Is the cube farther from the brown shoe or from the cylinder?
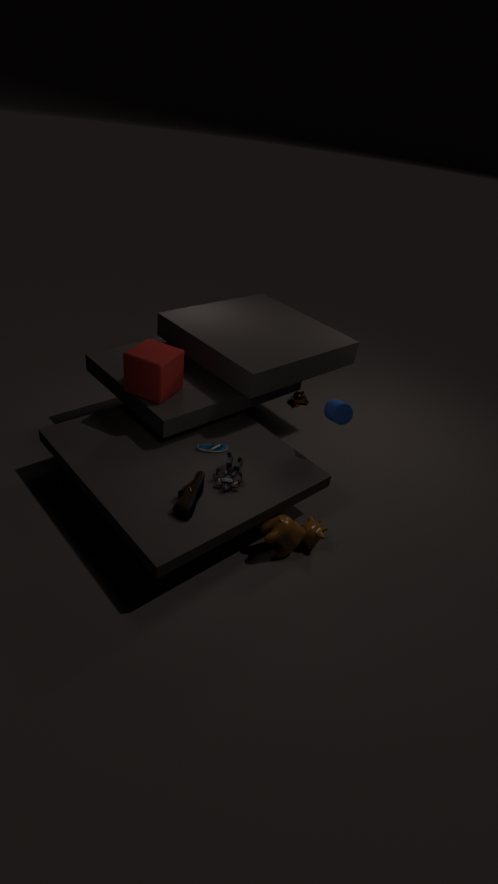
the cylinder
